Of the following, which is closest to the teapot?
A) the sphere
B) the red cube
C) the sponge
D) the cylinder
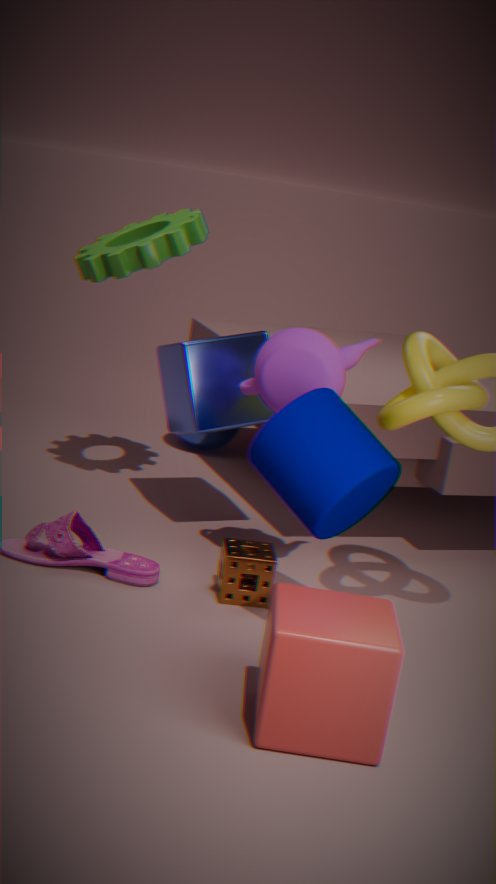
the cylinder
